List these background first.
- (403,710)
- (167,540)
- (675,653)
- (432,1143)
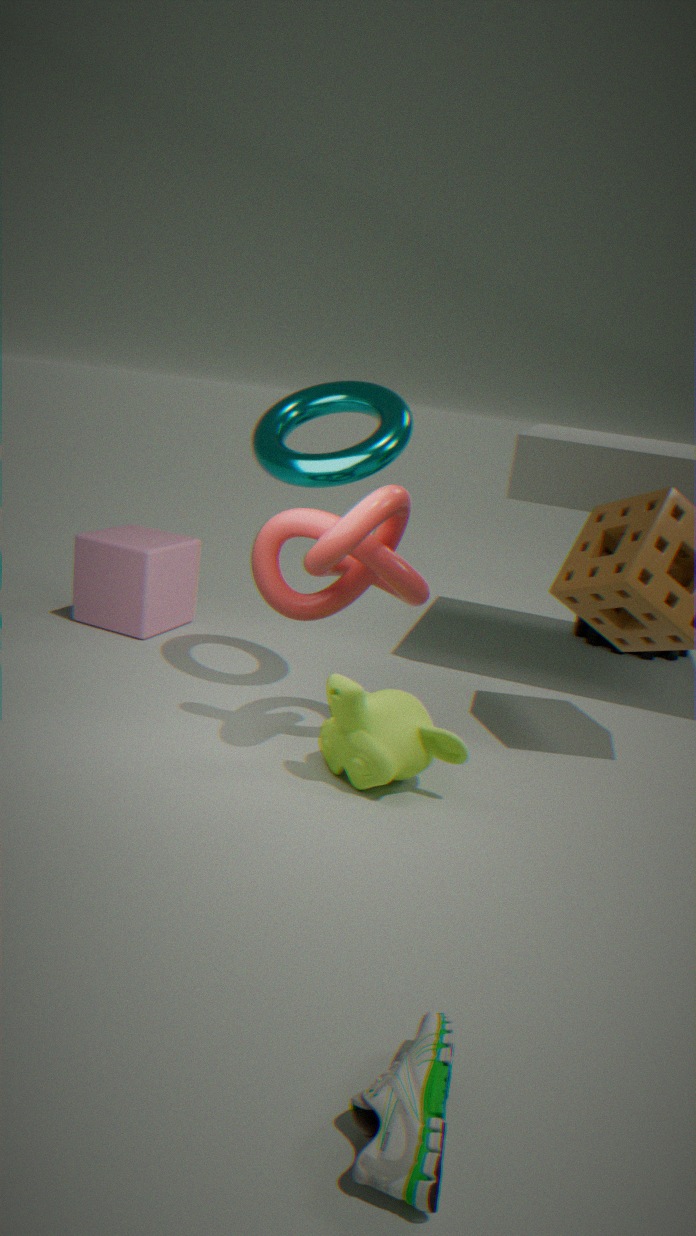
1. (675,653)
2. (167,540)
3. (403,710)
4. (432,1143)
